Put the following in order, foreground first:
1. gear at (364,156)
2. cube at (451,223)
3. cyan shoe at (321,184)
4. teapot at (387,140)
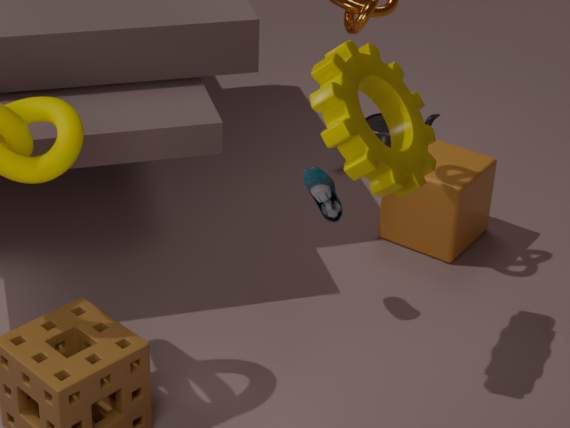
gear at (364,156) < cyan shoe at (321,184) < cube at (451,223) < teapot at (387,140)
